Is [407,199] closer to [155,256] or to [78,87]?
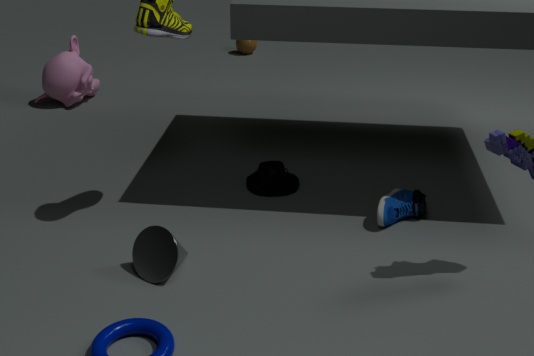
[155,256]
